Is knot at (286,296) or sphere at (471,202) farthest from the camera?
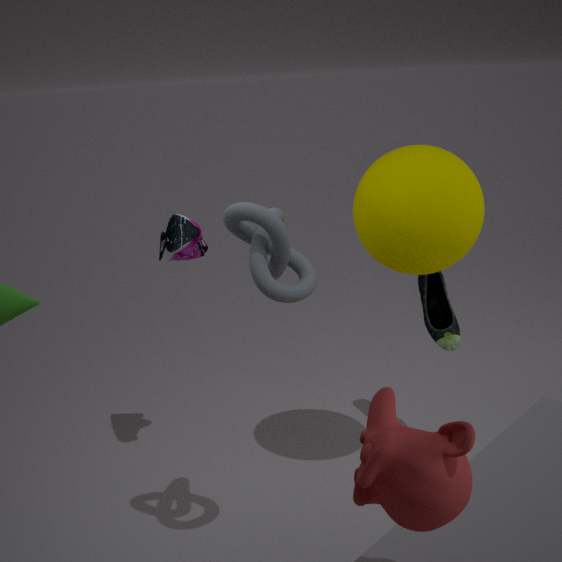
sphere at (471,202)
